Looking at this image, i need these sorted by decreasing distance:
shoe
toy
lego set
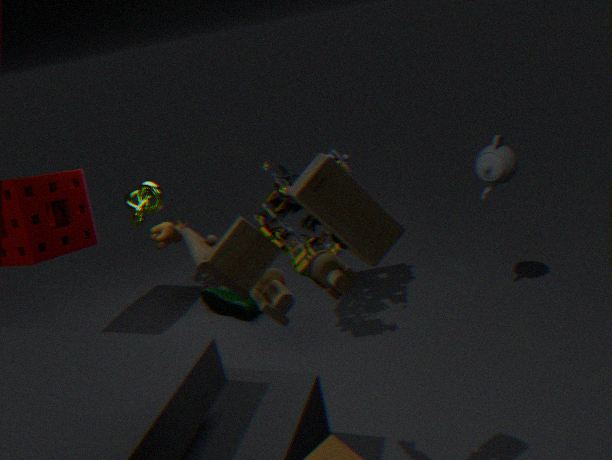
shoe, lego set, toy
